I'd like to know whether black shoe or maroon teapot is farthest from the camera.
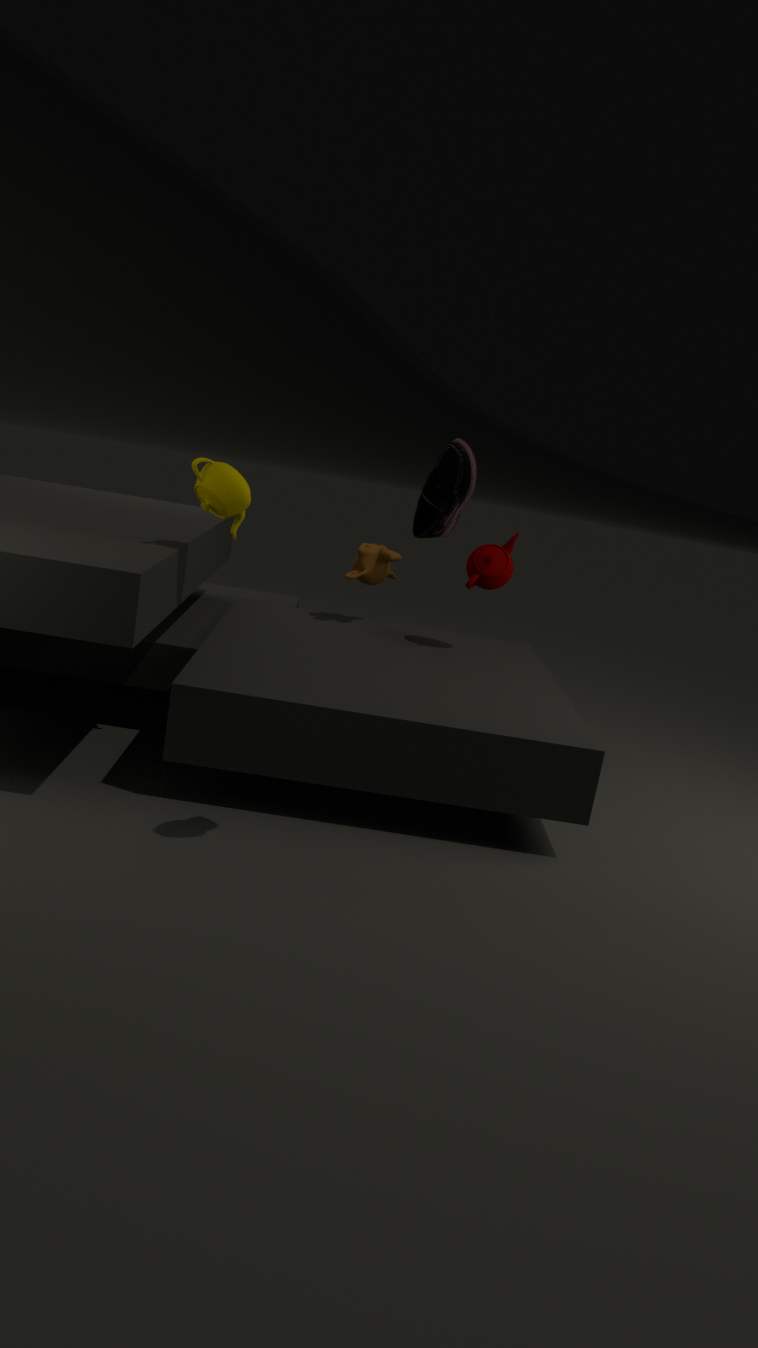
maroon teapot
